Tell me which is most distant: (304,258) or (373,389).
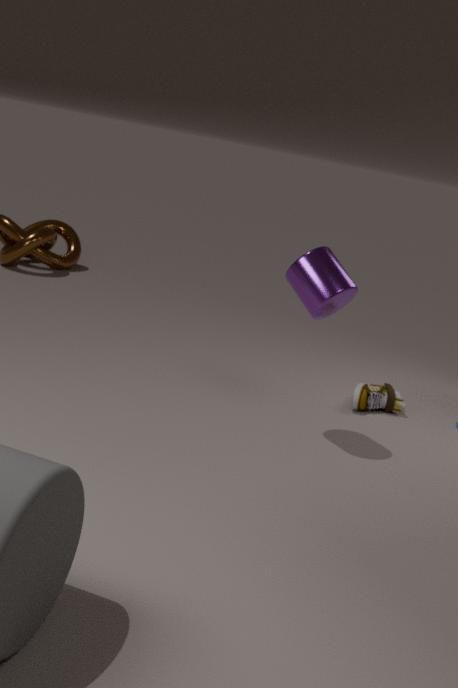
(373,389)
